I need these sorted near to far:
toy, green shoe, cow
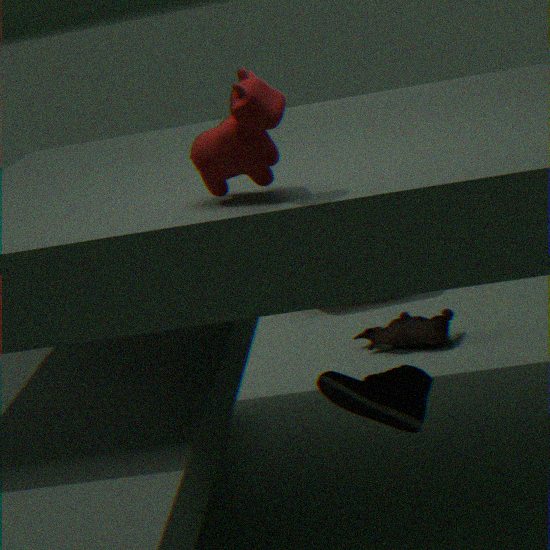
cow → green shoe → toy
